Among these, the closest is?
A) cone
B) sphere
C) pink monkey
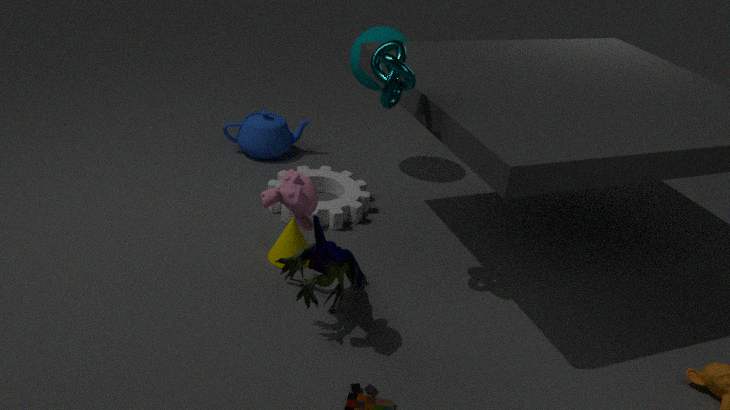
pink monkey
